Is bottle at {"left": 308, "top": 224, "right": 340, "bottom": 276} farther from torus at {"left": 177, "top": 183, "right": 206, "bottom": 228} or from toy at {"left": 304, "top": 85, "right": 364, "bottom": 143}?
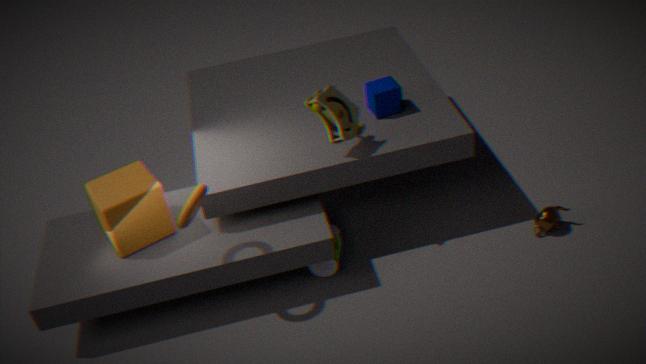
torus at {"left": 177, "top": 183, "right": 206, "bottom": 228}
